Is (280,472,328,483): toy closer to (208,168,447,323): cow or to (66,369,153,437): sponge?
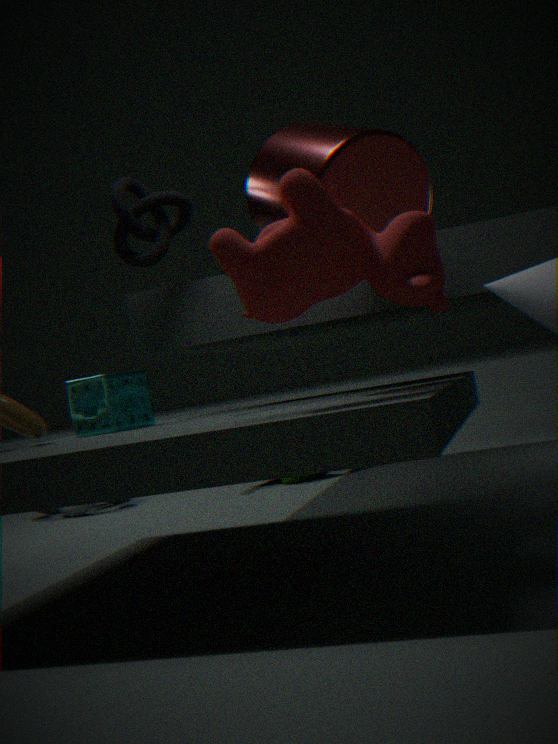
(66,369,153,437): sponge
